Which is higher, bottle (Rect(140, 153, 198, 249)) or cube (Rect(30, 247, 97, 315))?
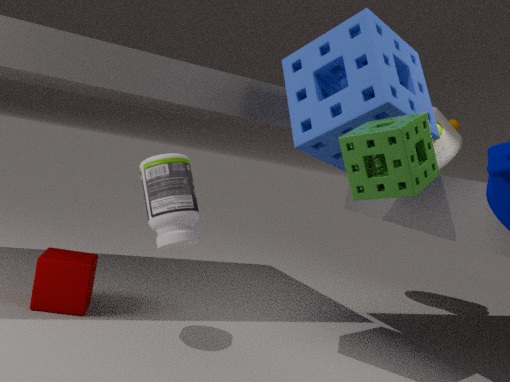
bottle (Rect(140, 153, 198, 249))
